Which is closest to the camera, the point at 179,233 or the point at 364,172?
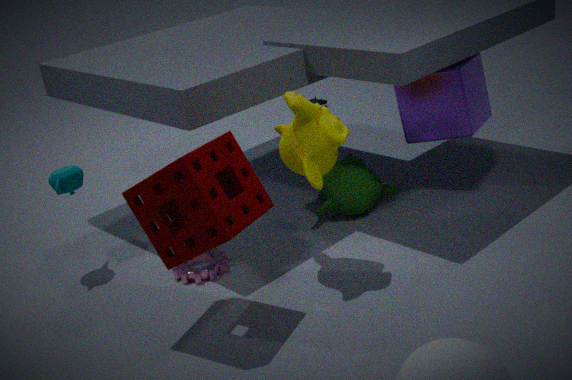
the point at 179,233
